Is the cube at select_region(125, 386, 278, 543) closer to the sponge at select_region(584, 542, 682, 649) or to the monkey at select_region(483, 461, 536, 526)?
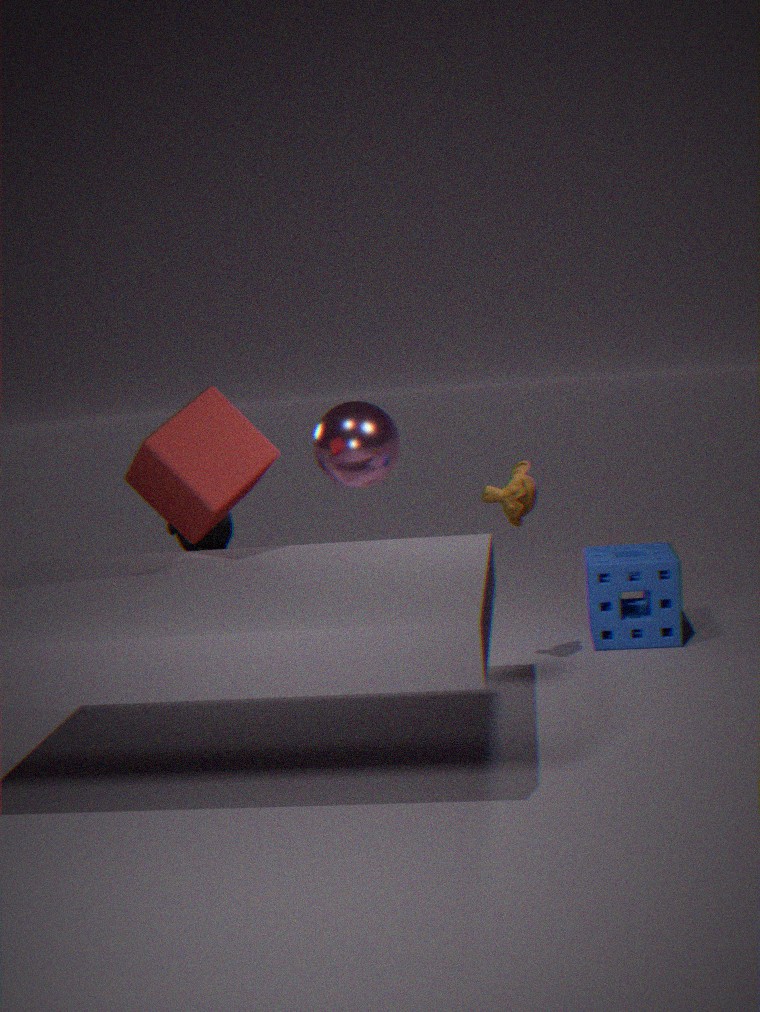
the monkey at select_region(483, 461, 536, 526)
